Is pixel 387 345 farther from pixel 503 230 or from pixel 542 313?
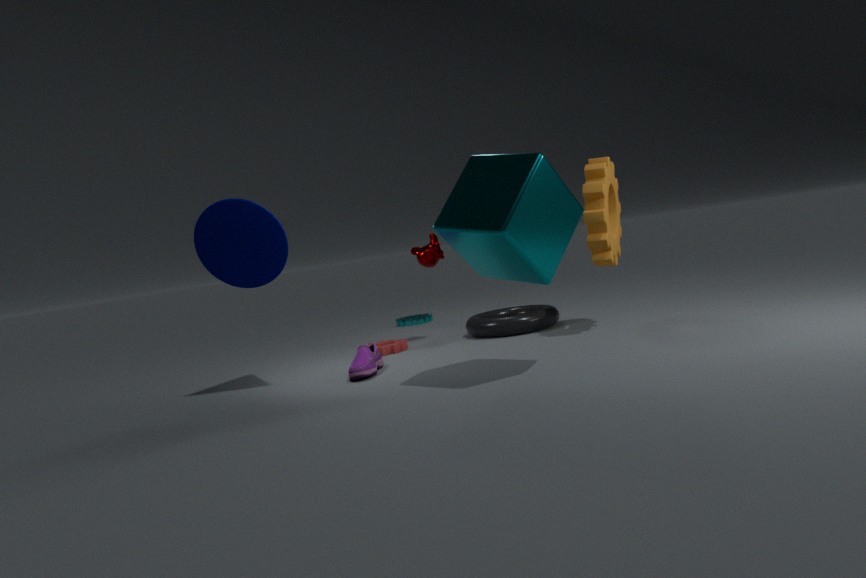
pixel 503 230
